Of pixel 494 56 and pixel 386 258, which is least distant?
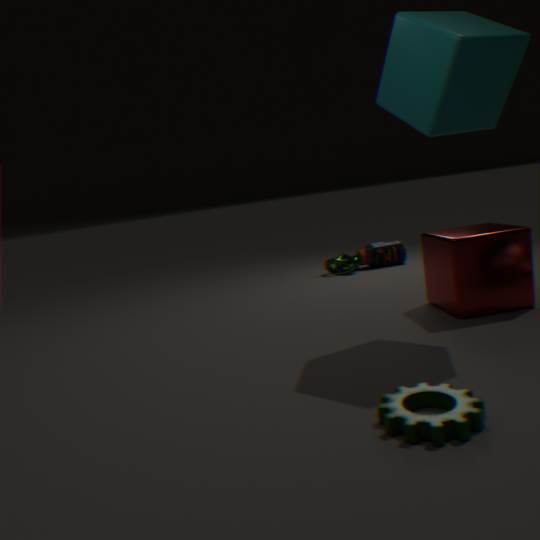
pixel 494 56
